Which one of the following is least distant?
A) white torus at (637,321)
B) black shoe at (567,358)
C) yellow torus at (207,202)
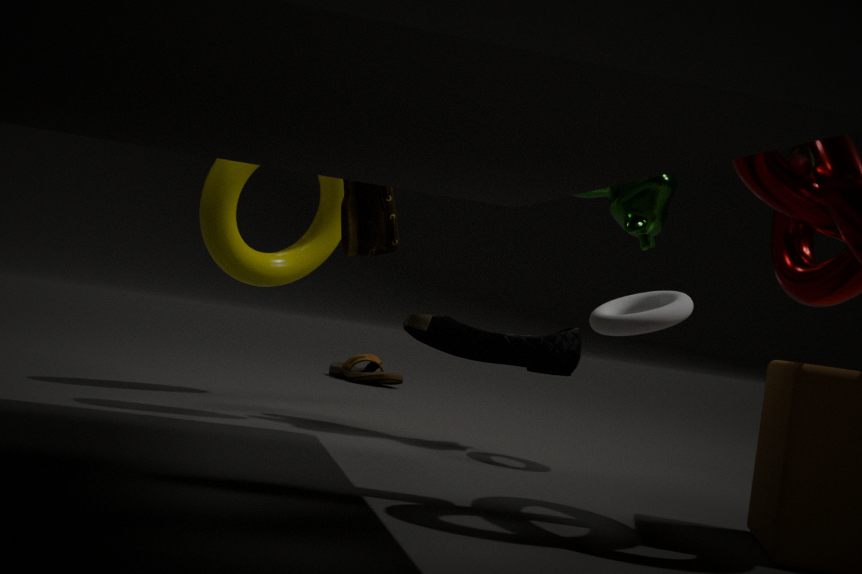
black shoe at (567,358)
